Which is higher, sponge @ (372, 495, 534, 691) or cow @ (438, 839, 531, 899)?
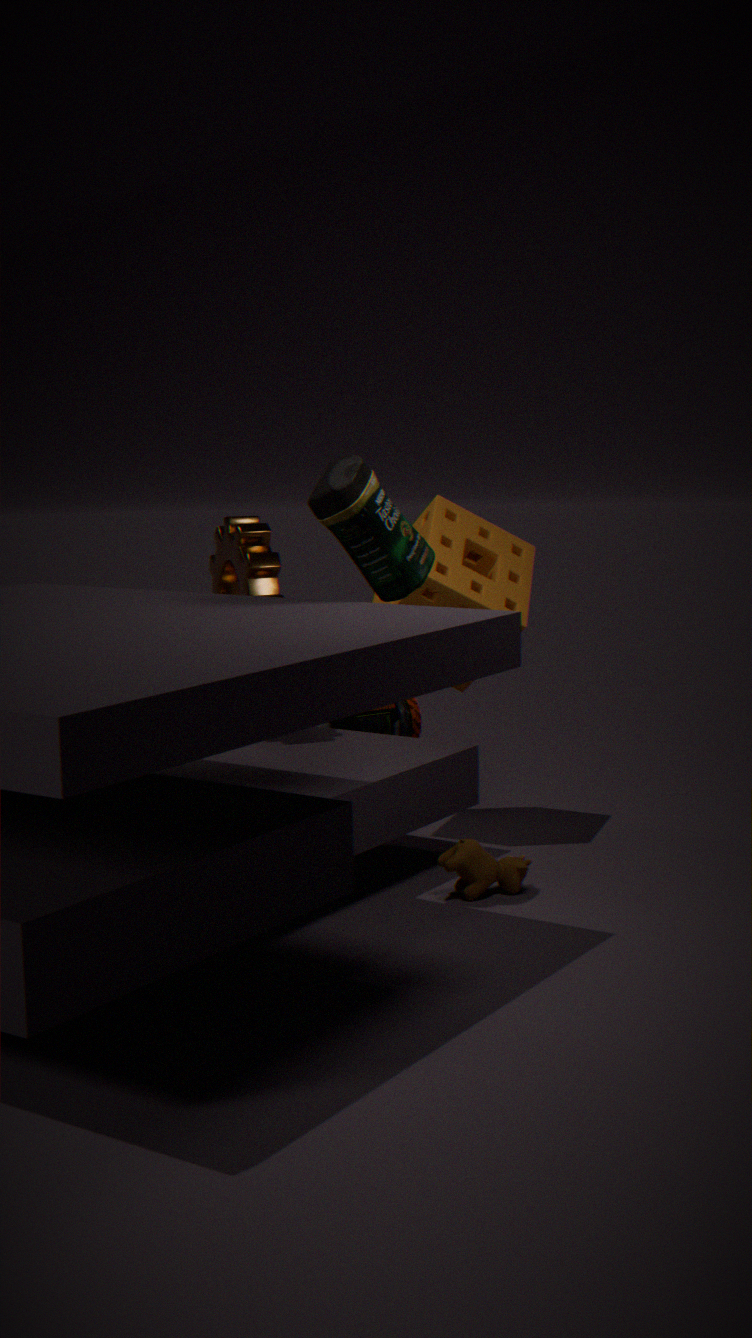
sponge @ (372, 495, 534, 691)
